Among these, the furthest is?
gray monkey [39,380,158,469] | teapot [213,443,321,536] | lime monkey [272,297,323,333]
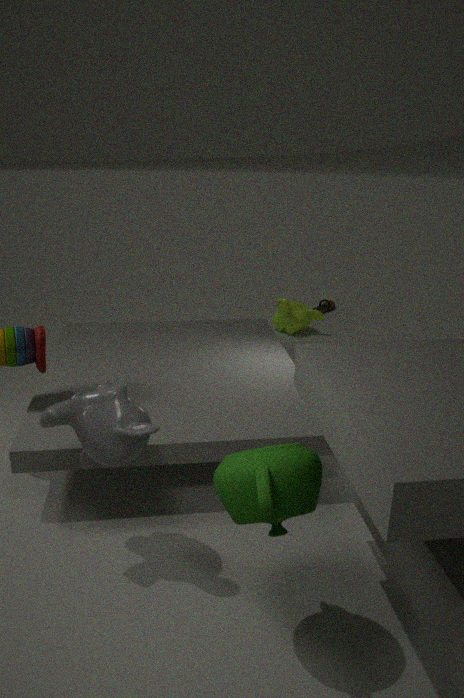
lime monkey [272,297,323,333]
